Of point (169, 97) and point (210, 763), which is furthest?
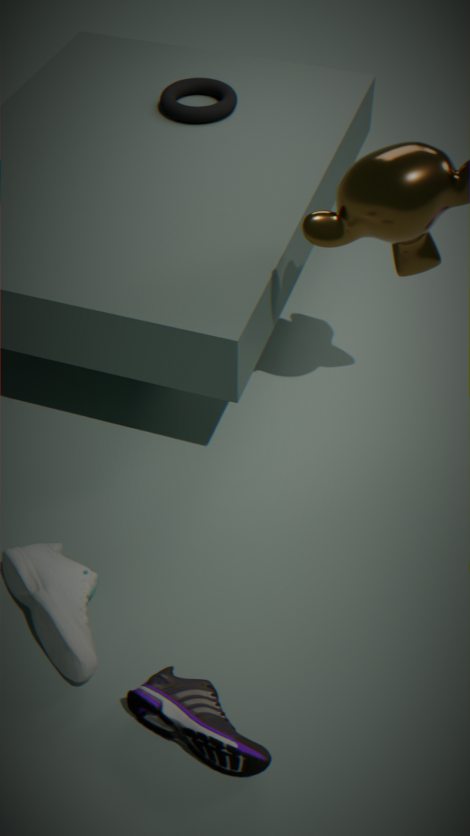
point (169, 97)
